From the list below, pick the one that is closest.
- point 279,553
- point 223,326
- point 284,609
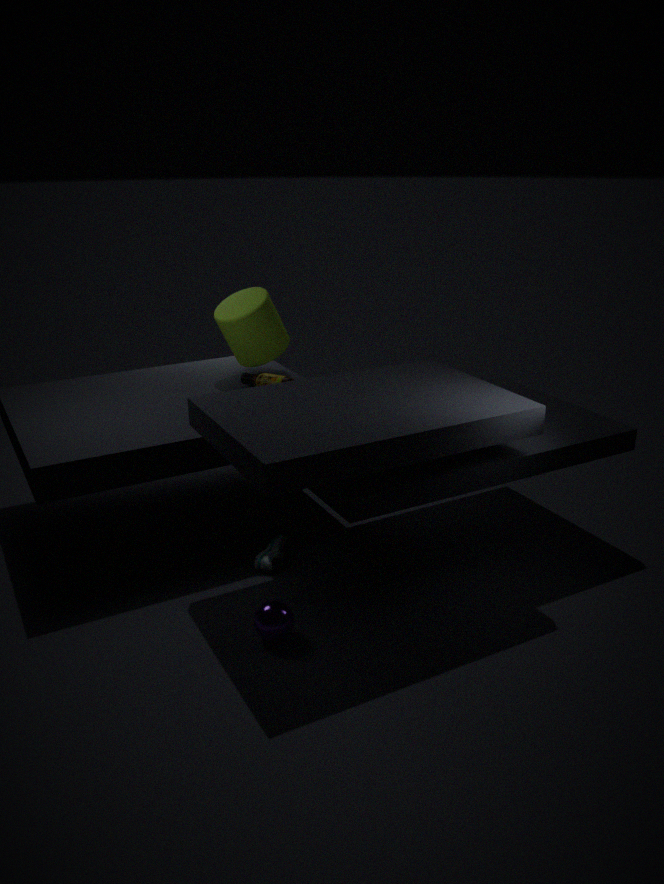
point 284,609
